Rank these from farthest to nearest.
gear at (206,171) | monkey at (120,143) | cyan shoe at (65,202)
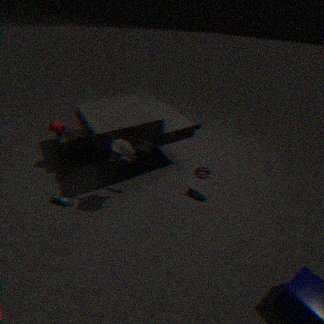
1. gear at (206,171)
2. cyan shoe at (65,202)
3. monkey at (120,143)
